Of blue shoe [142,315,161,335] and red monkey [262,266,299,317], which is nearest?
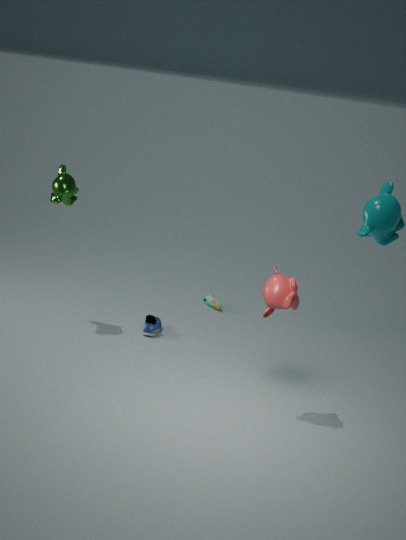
red monkey [262,266,299,317]
